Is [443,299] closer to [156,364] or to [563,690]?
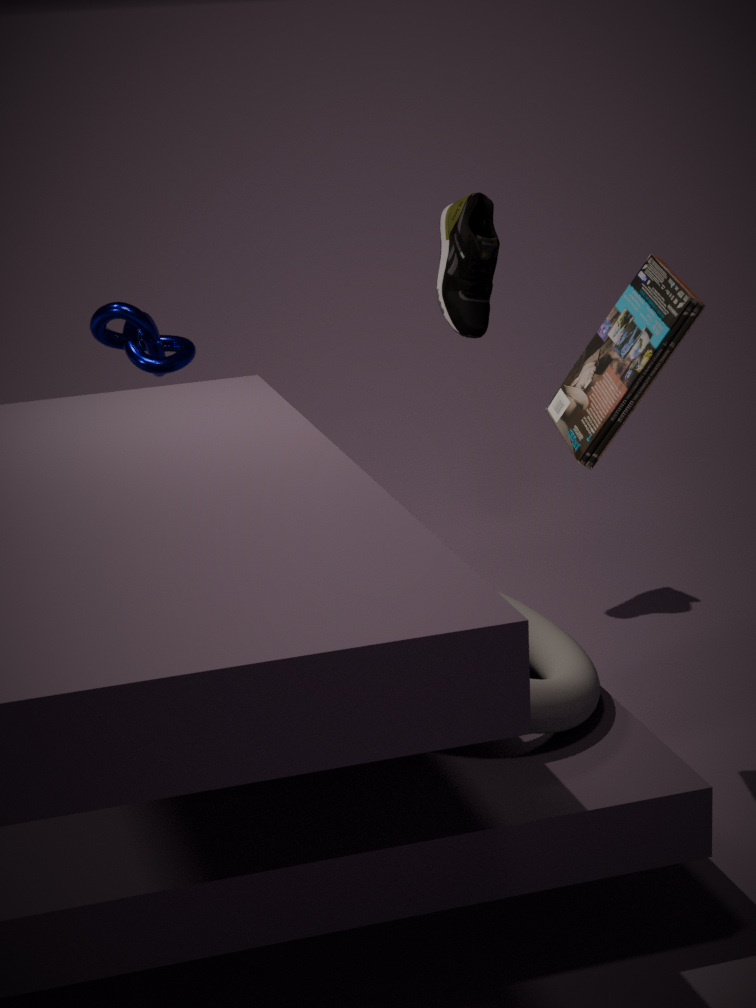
[156,364]
